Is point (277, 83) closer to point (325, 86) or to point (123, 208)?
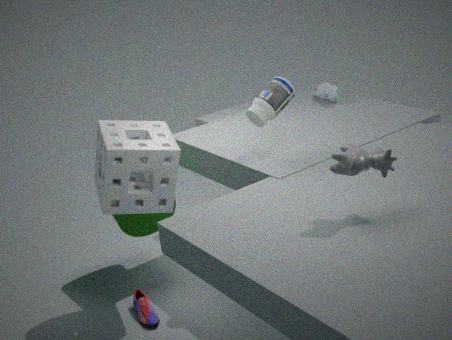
point (123, 208)
